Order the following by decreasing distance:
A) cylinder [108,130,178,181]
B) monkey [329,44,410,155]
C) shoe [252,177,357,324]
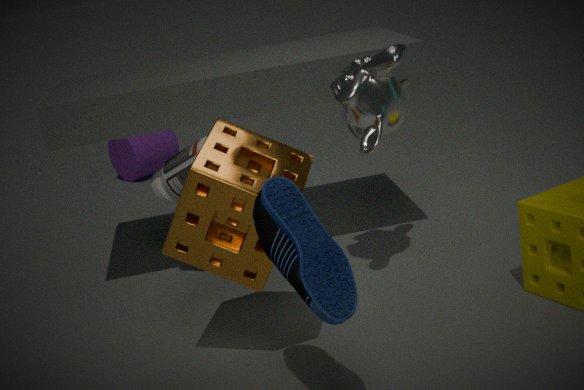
cylinder [108,130,178,181] → monkey [329,44,410,155] → shoe [252,177,357,324]
